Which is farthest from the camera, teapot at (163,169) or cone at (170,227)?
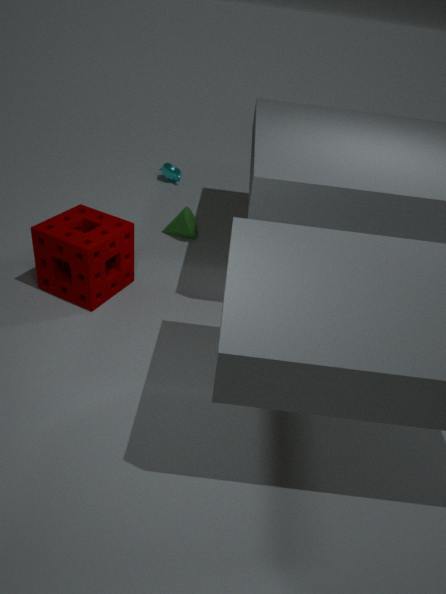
teapot at (163,169)
